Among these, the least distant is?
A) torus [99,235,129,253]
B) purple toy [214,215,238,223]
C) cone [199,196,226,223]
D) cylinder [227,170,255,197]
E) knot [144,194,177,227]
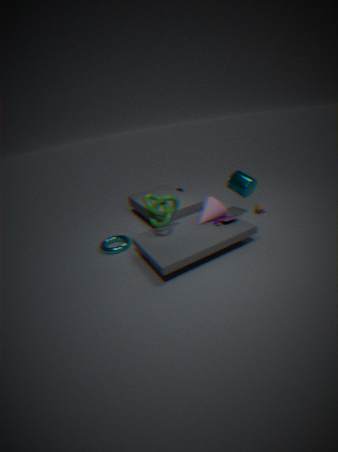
knot [144,194,177,227]
